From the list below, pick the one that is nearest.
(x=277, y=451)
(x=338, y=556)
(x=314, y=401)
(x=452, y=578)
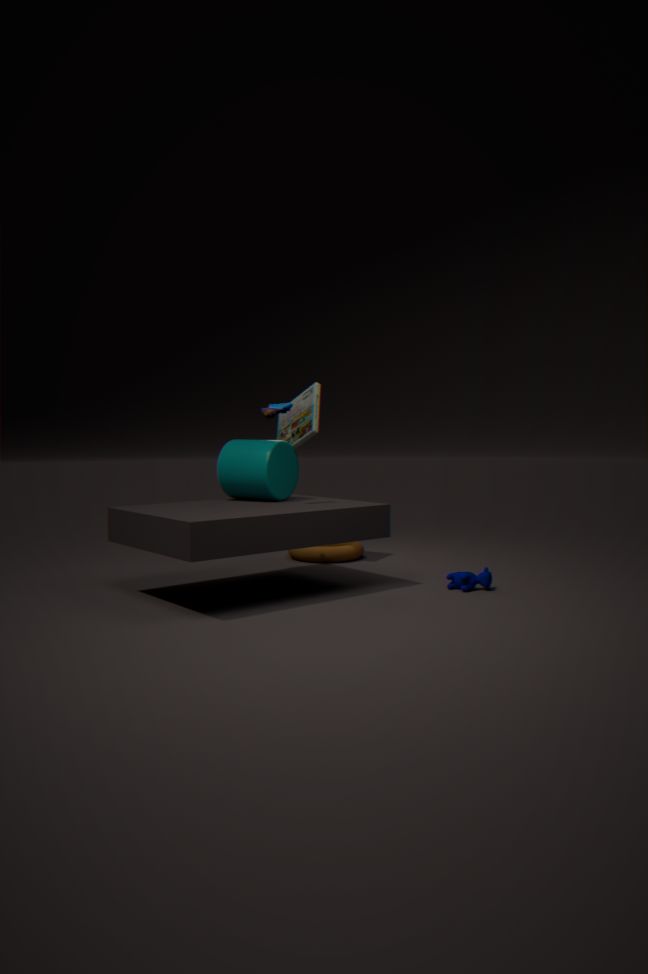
(x=452, y=578)
